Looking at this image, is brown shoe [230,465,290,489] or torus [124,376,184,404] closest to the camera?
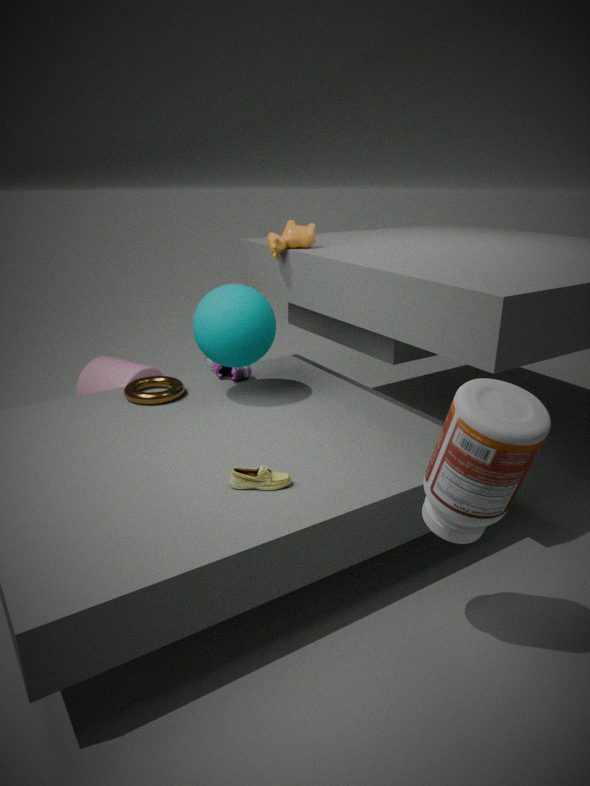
brown shoe [230,465,290,489]
